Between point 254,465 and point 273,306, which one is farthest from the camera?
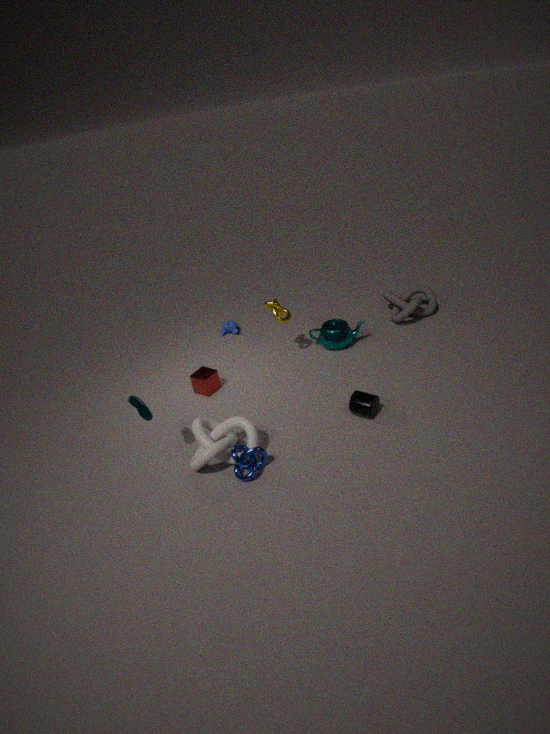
point 273,306
